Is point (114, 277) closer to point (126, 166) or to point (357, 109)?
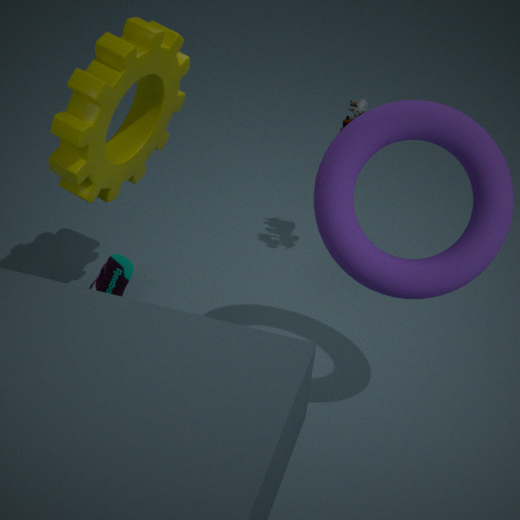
point (126, 166)
